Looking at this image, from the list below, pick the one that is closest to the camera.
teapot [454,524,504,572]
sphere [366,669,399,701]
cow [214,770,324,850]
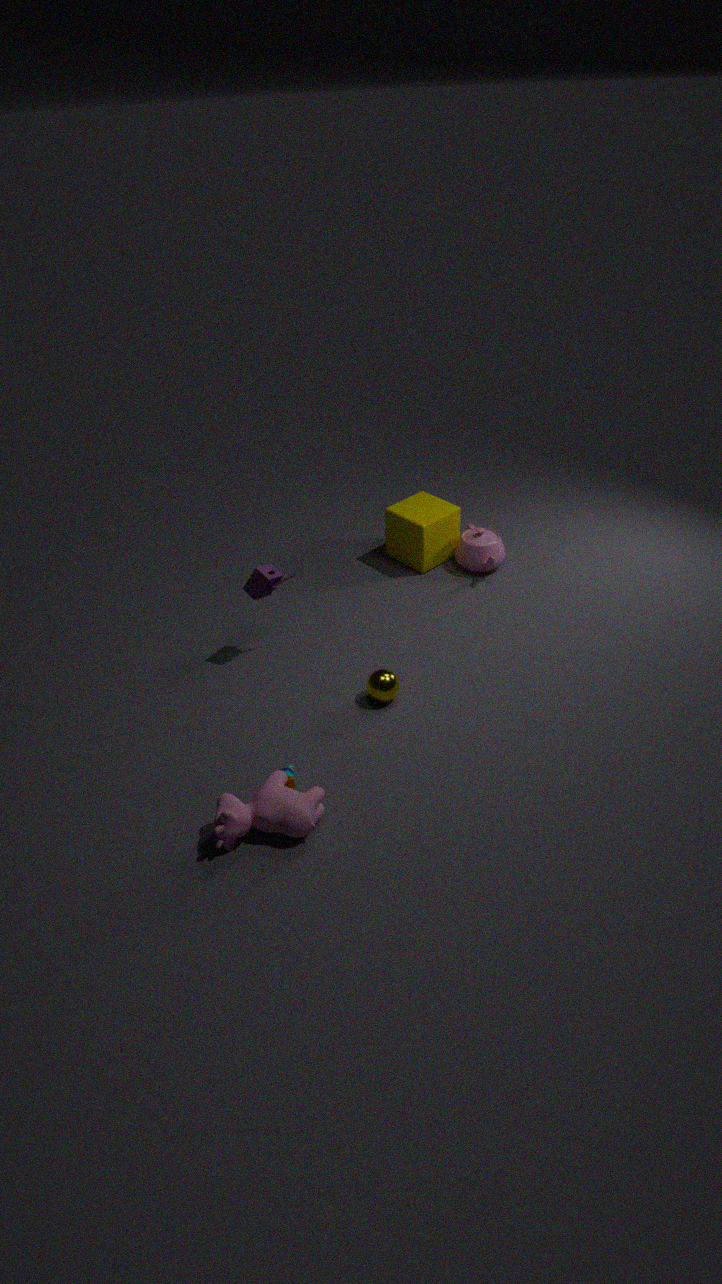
cow [214,770,324,850]
